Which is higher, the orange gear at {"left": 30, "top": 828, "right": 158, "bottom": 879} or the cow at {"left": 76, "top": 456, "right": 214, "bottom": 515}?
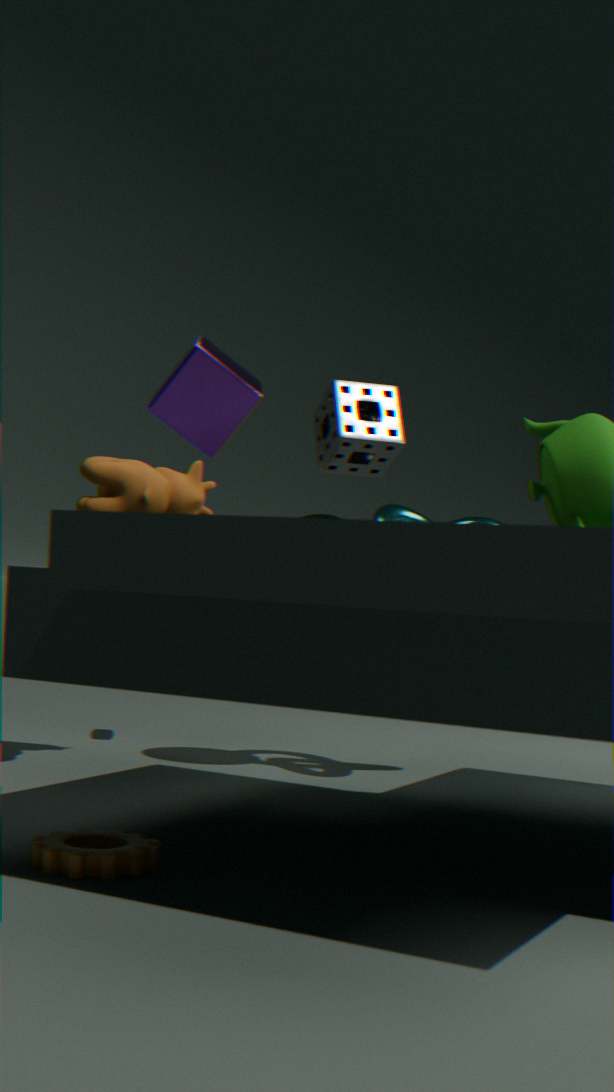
the cow at {"left": 76, "top": 456, "right": 214, "bottom": 515}
